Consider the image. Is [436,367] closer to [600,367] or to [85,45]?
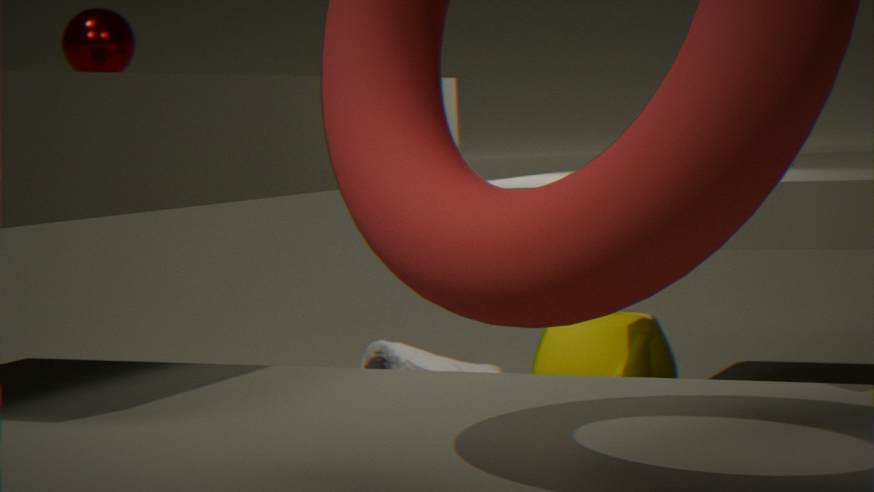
[600,367]
